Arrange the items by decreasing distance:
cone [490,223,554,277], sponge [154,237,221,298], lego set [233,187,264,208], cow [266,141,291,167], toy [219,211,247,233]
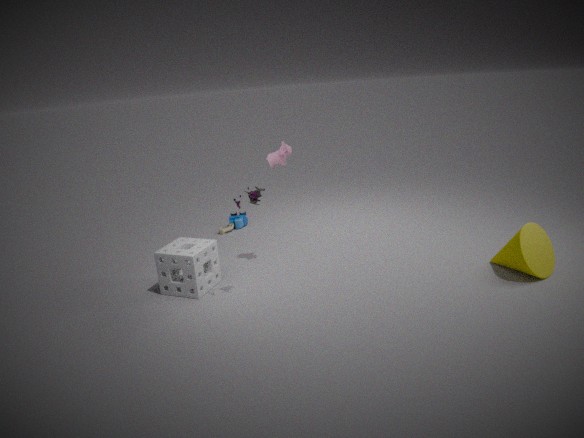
toy [219,211,247,233] < cow [266,141,291,167] < sponge [154,237,221,298] < cone [490,223,554,277] < lego set [233,187,264,208]
